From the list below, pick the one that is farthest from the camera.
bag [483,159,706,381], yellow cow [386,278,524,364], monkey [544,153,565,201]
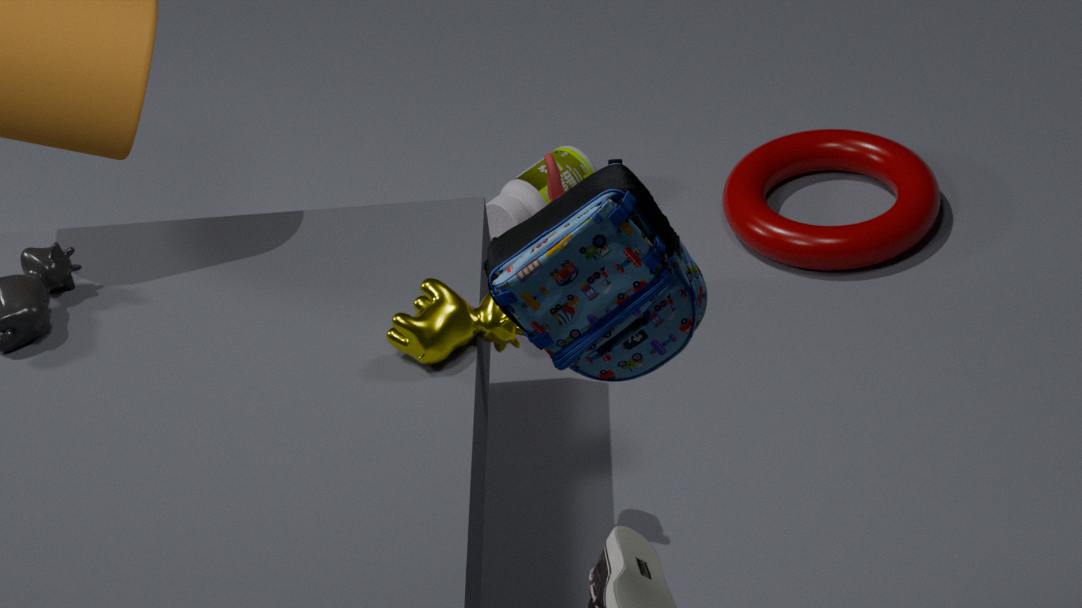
monkey [544,153,565,201]
